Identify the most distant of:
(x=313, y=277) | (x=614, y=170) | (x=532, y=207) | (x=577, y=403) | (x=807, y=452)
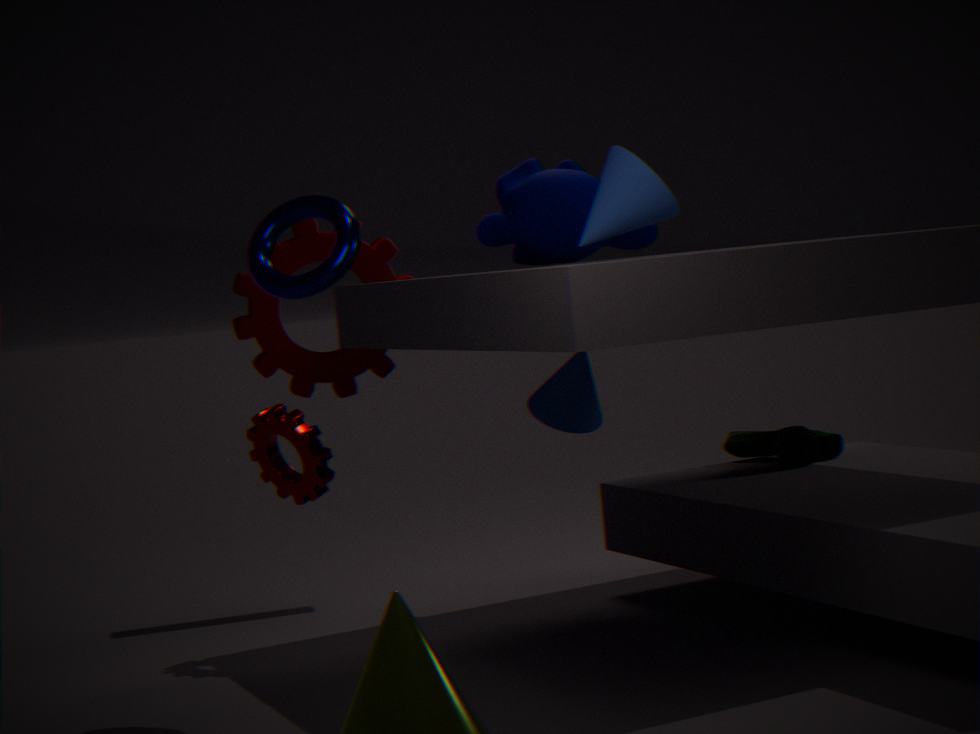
(x=807, y=452)
